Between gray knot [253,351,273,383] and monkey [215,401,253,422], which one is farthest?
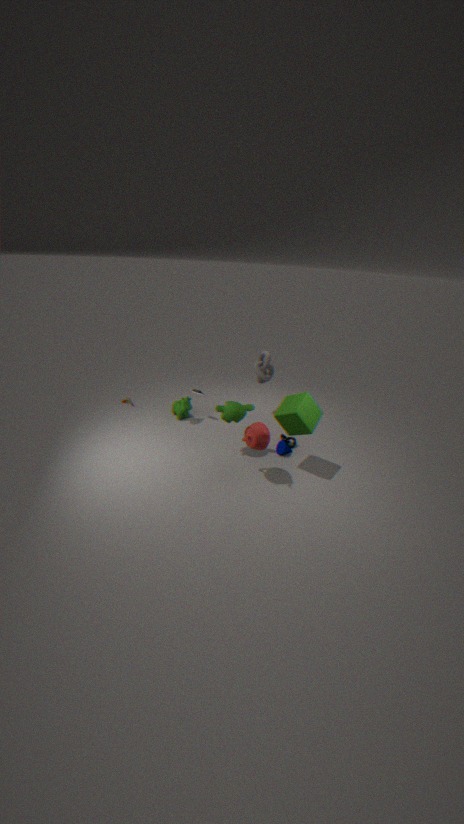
gray knot [253,351,273,383]
